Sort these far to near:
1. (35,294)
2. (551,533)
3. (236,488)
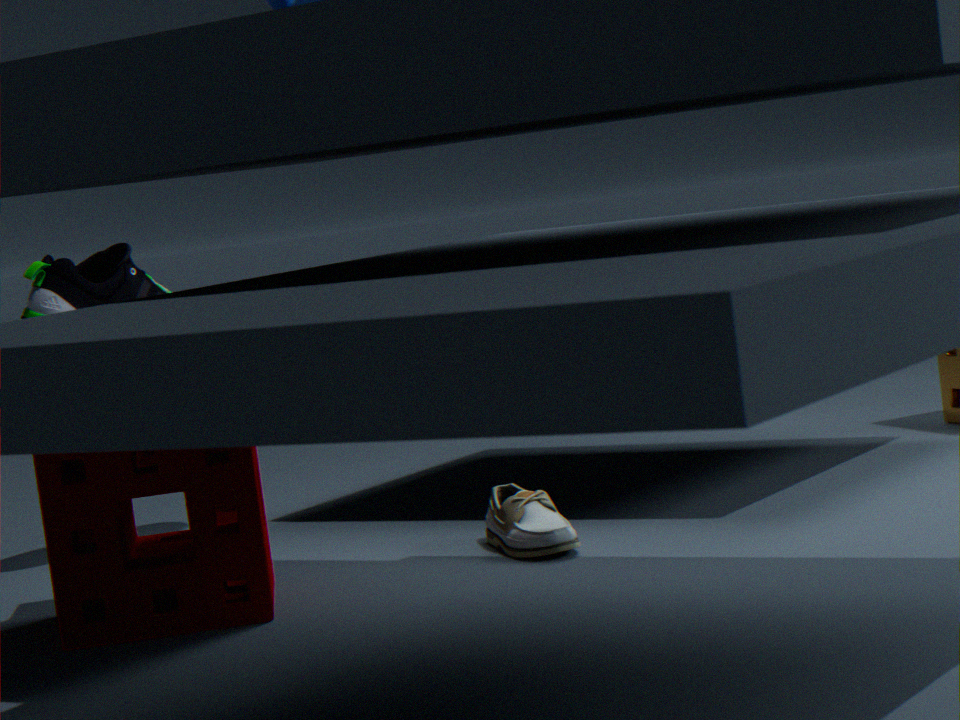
(35,294) → (551,533) → (236,488)
